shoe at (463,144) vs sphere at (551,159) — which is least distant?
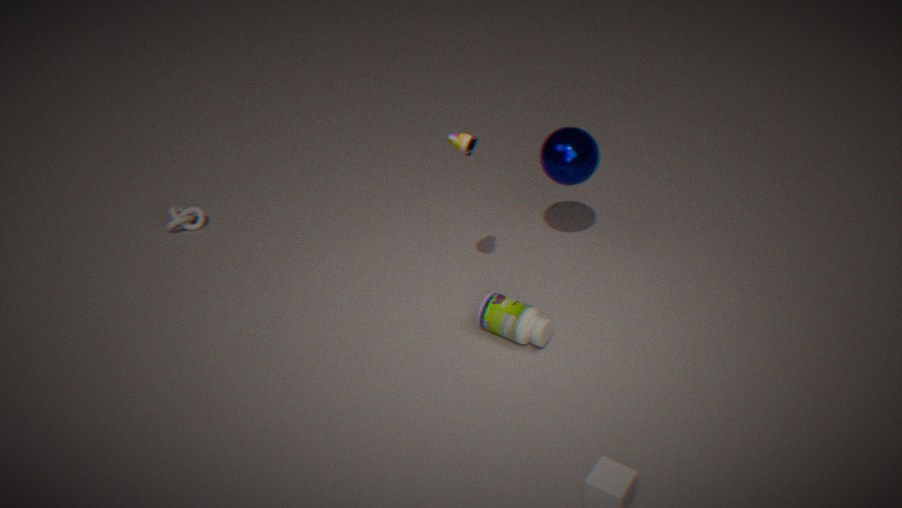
shoe at (463,144)
